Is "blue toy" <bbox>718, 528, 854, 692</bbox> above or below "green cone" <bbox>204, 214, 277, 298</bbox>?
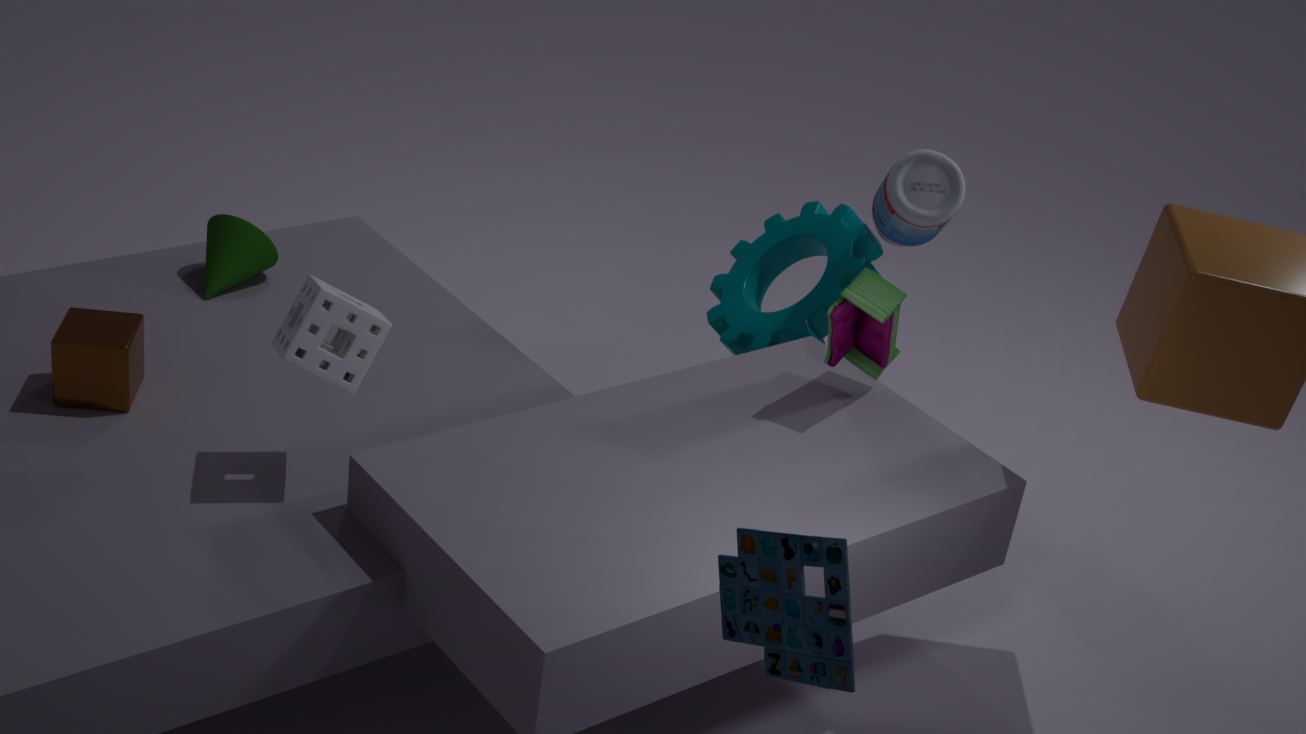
above
